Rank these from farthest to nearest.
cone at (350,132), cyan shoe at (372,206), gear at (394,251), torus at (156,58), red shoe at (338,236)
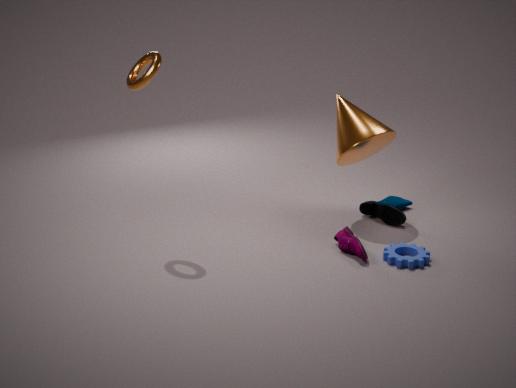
cyan shoe at (372,206) < cone at (350,132) < red shoe at (338,236) < gear at (394,251) < torus at (156,58)
